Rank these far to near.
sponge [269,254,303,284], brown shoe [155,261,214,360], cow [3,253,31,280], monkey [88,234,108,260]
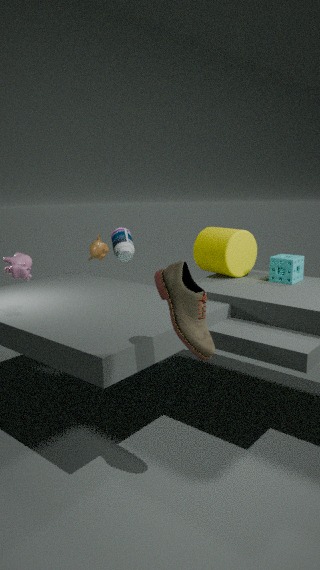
monkey [88,234,108,260], sponge [269,254,303,284], cow [3,253,31,280], brown shoe [155,261,214,360]
